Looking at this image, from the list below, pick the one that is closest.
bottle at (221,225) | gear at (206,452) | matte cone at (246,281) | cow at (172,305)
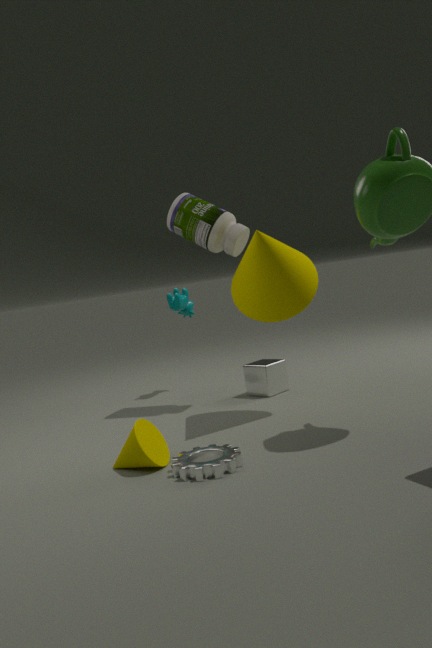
gear at (206,452)
